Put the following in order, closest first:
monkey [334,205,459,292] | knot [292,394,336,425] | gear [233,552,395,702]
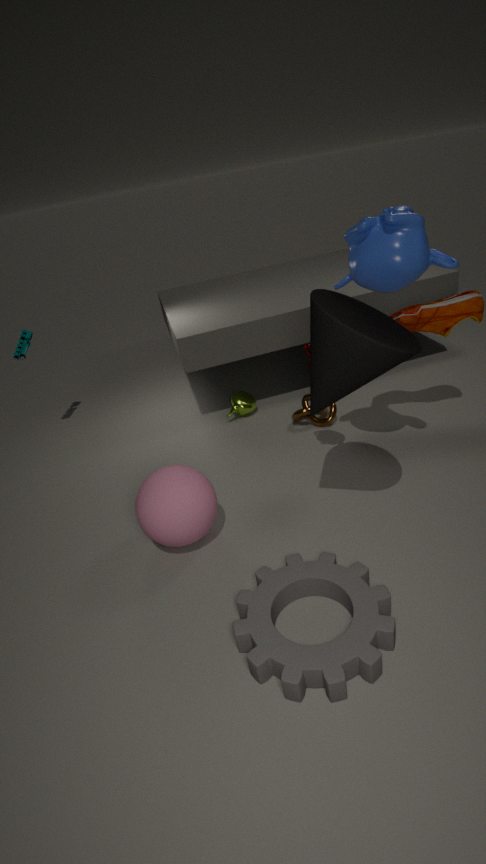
gear [233,552,395,702] → monkey [334,205,459,292] → knot [292,394,336,425]
